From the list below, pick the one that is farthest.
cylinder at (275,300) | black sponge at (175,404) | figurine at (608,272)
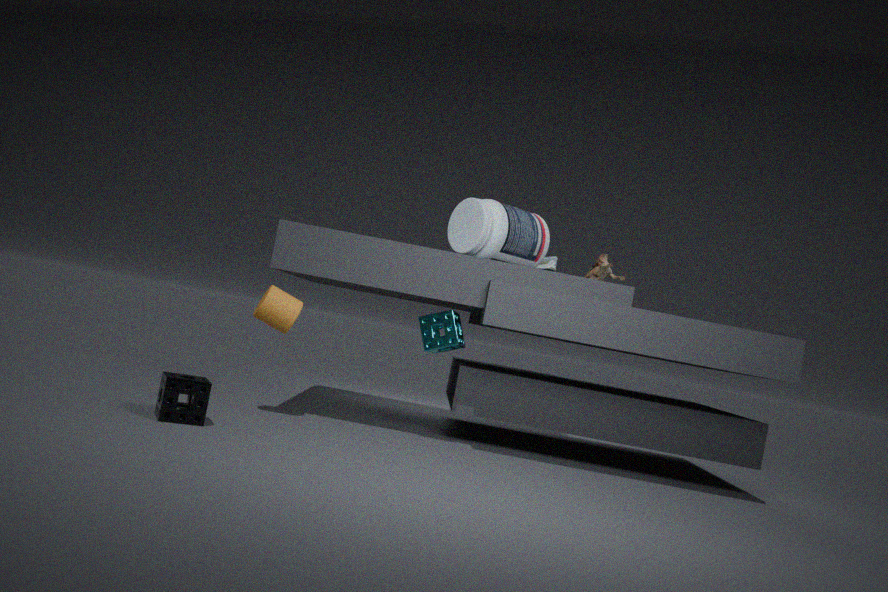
figurine at (608,272)
